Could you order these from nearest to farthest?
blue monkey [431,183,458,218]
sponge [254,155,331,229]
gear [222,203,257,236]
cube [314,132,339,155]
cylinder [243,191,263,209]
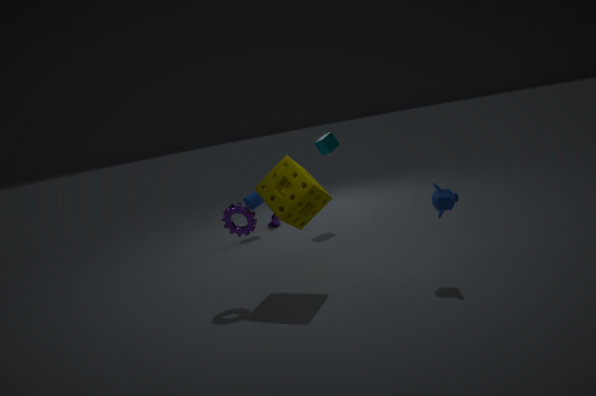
blue monkey [431,183,458,218], sponge [254,155,331,229], gear [222,203,257,236], cube [314,132,339,155], cylinder [243,191,263,209]
